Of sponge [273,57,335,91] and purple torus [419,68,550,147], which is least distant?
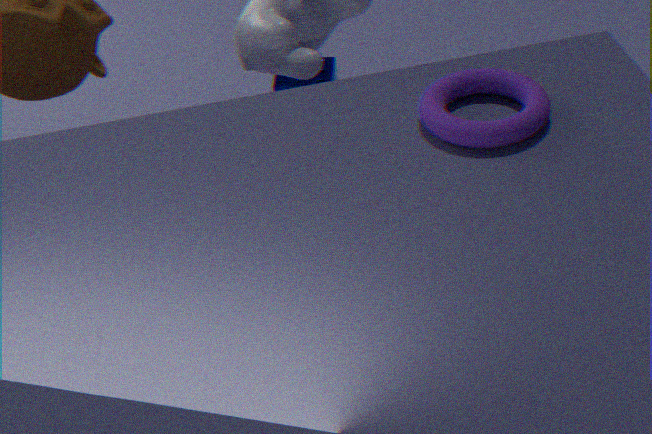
purple torus [419,68,550,147]
